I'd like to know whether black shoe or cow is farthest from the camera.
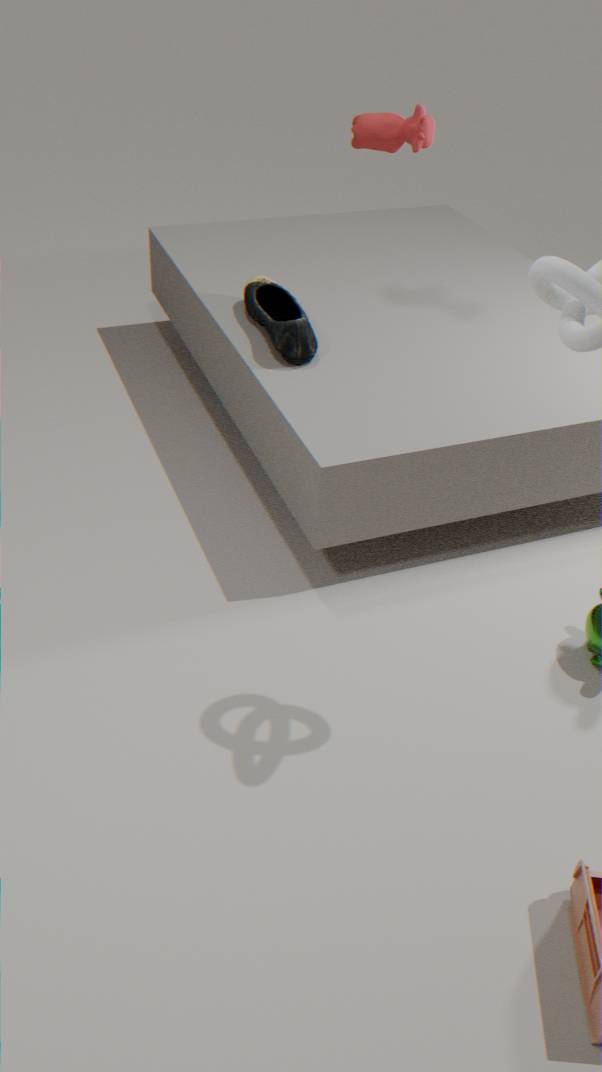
black shoe
